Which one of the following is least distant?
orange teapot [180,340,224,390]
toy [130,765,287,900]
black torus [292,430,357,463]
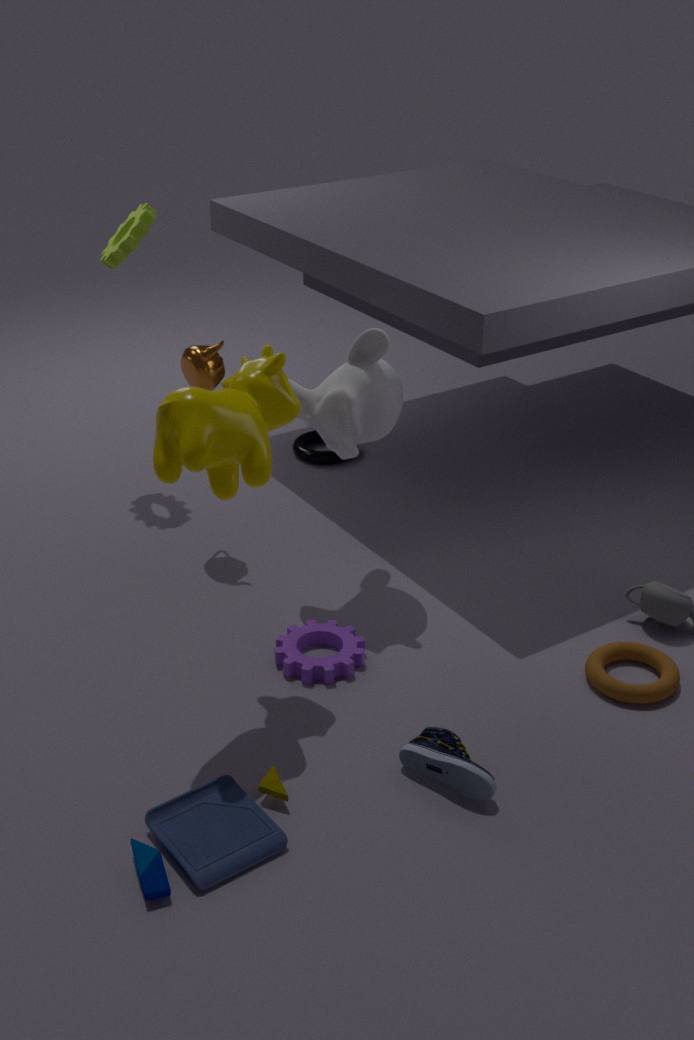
toy [130,765,287,900]
